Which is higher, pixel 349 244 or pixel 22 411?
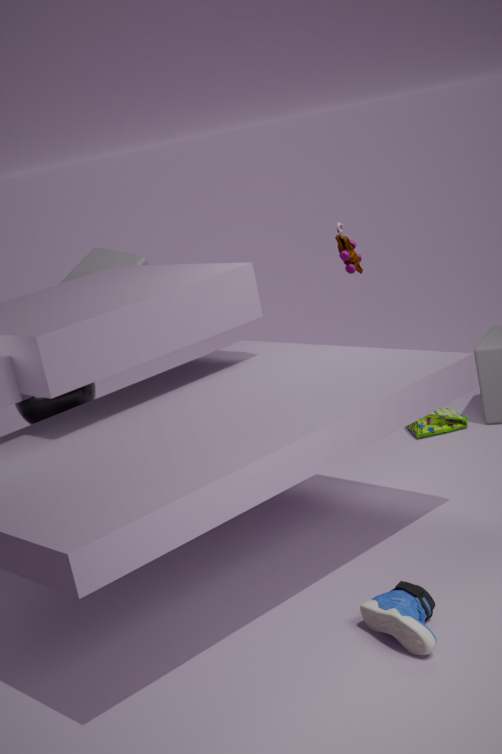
pixel 349 244
